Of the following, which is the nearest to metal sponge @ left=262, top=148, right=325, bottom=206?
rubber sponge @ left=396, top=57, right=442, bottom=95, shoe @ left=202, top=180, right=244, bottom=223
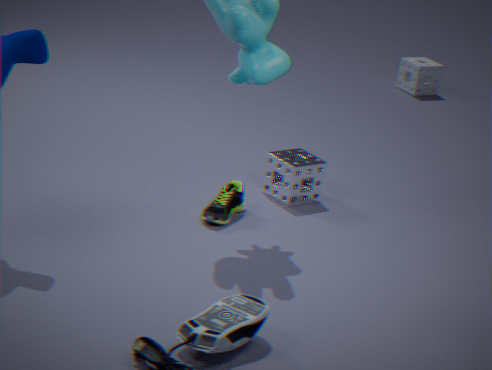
shoe @ left=202, top=180, right=244, bottom=223
